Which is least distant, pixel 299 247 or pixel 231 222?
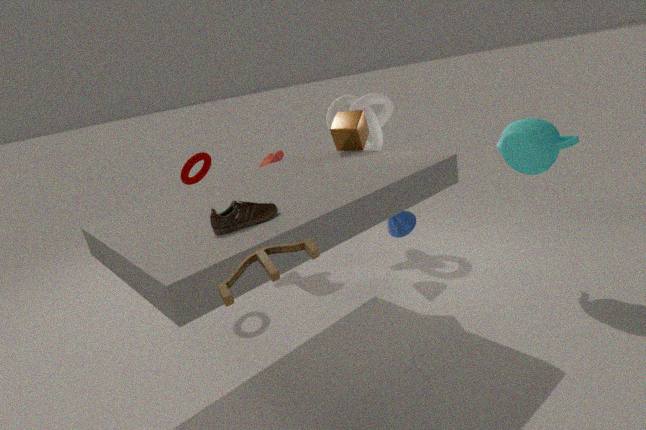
pixel 299 247
